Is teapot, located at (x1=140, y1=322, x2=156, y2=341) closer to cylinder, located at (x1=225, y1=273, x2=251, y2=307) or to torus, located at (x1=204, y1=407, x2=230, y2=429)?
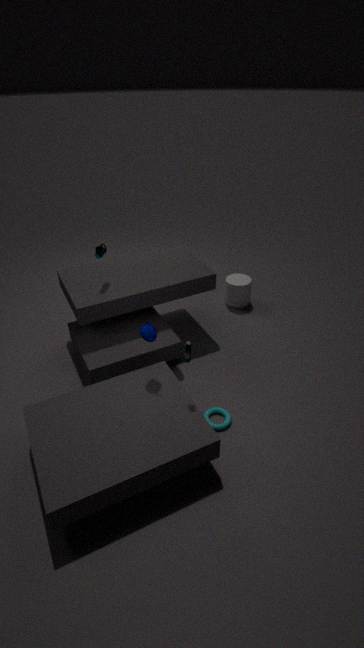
torus, located at (x1=204, y1=407, x2=230, y2=429)
